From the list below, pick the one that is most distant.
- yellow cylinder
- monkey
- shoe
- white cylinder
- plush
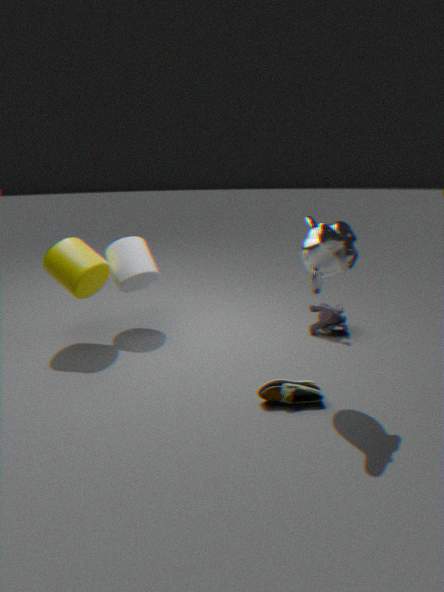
plush
